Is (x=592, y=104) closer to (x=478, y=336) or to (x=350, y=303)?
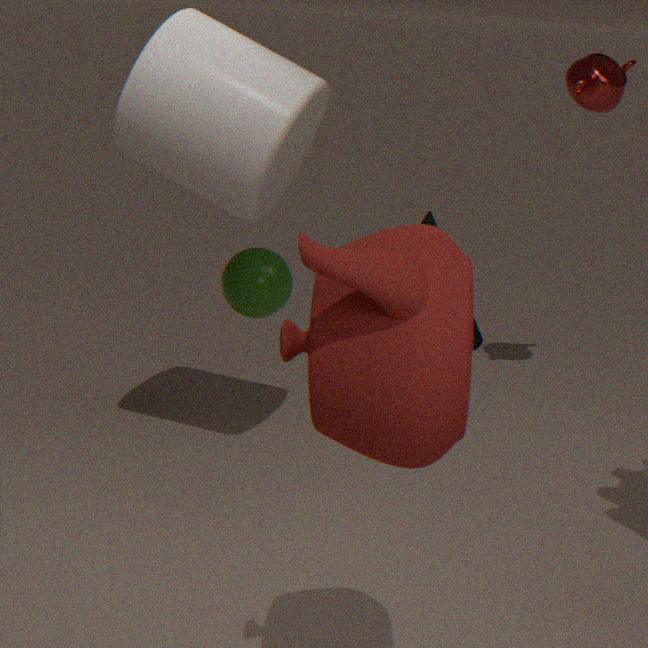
(x=478, y=336)
